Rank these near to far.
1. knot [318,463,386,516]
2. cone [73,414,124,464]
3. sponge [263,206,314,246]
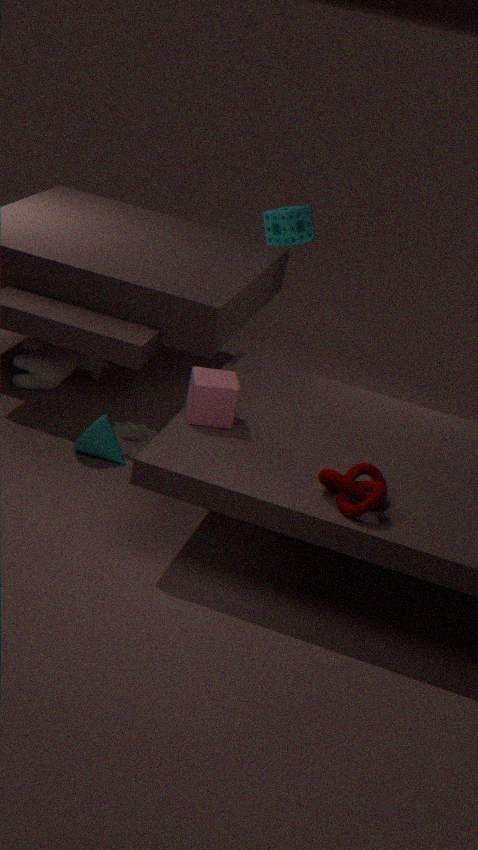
knot [318,463,386,516], cone [73,414,124,464], sponge [263,206,314,246]
